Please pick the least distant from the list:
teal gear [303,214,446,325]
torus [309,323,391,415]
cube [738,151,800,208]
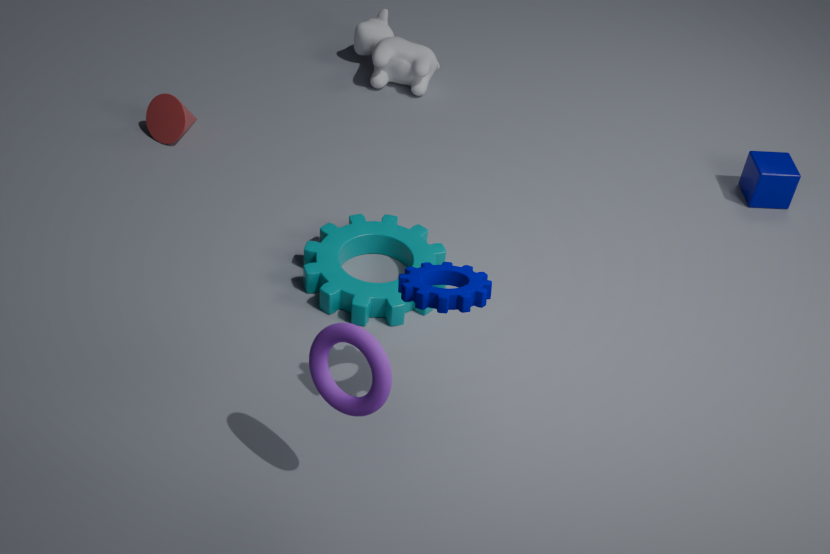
torus [309,323,391,415]
